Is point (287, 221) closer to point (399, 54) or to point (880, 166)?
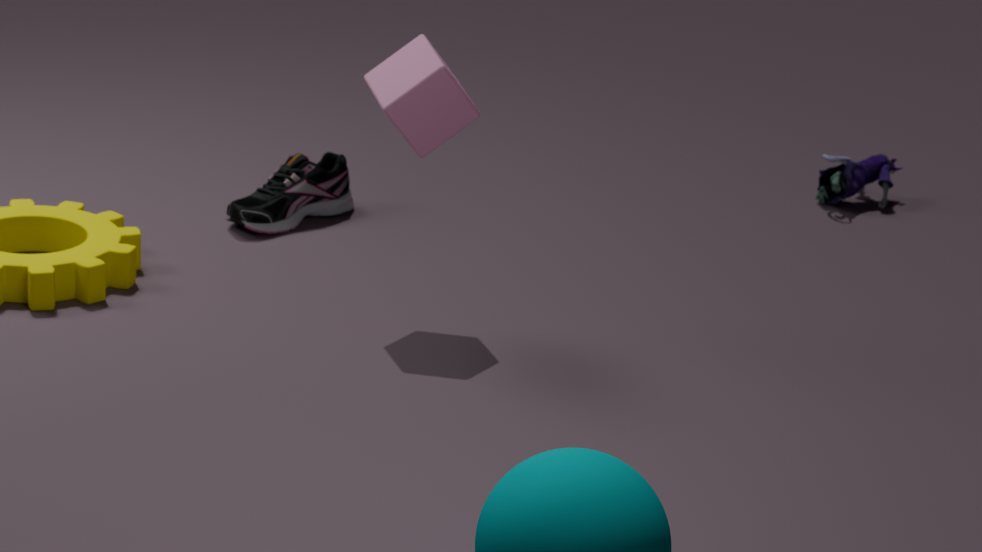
point (399, 54)
